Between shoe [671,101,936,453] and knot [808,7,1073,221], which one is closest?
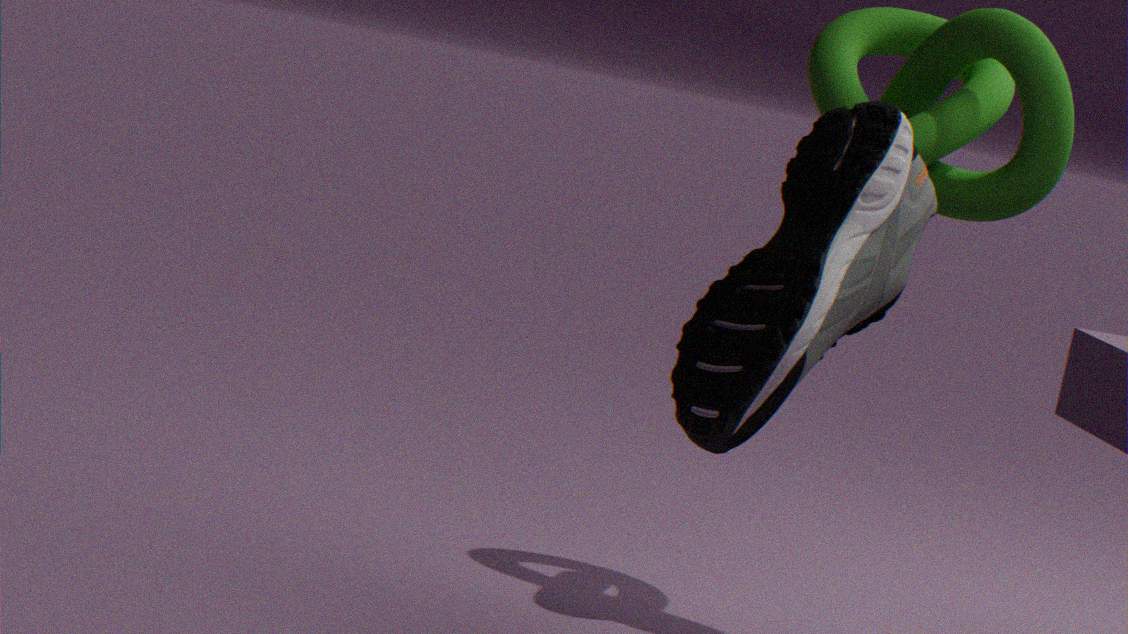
shoe [671,101,936,453]
